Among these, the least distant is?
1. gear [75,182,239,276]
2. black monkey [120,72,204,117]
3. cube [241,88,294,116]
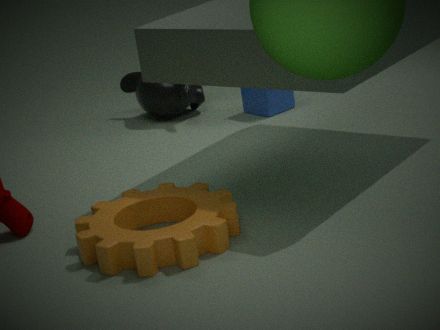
gear [75,182,239,276]
